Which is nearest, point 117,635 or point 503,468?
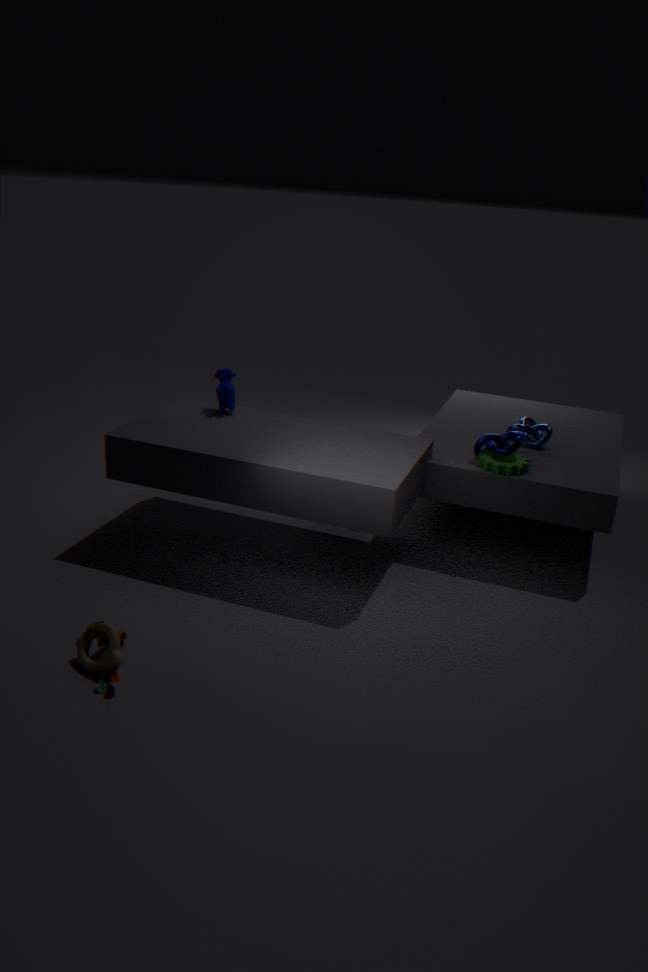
point 117,635
